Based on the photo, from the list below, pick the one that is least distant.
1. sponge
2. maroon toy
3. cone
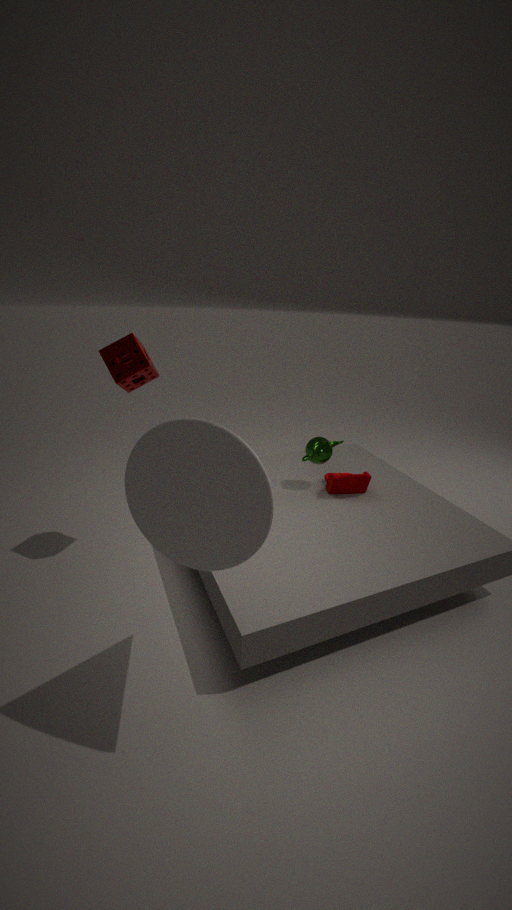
cone
